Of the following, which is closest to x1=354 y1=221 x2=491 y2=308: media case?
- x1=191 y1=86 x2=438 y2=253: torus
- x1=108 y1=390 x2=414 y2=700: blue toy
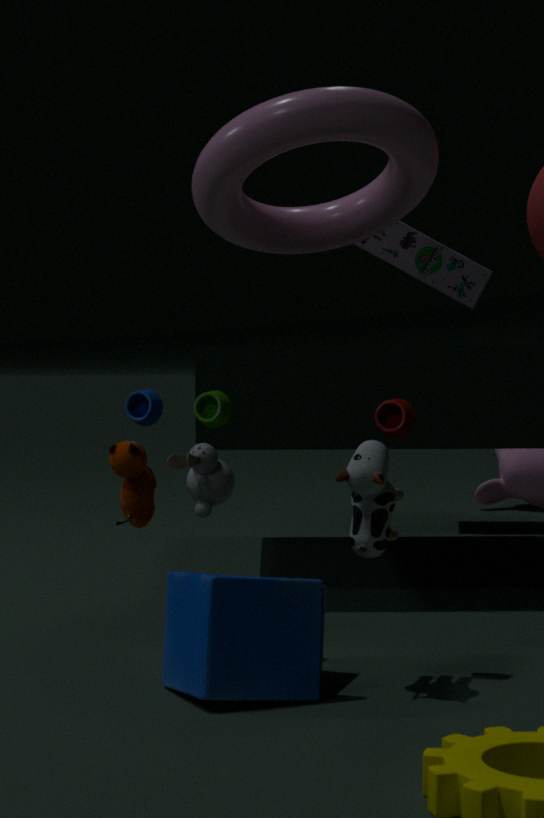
x1=191 y1=86 x2=438 y2=253: torus
